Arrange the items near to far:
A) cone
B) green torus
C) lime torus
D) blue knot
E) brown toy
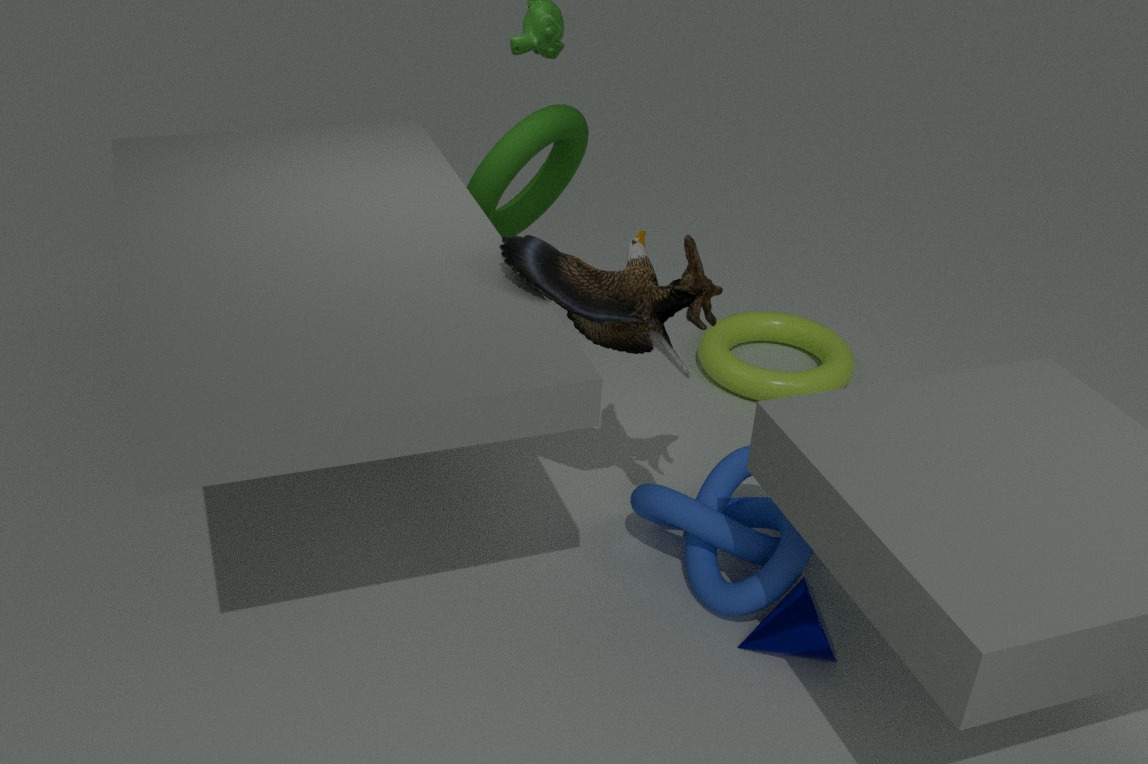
cone < brown toy < blue knot < green torus < lime torus
